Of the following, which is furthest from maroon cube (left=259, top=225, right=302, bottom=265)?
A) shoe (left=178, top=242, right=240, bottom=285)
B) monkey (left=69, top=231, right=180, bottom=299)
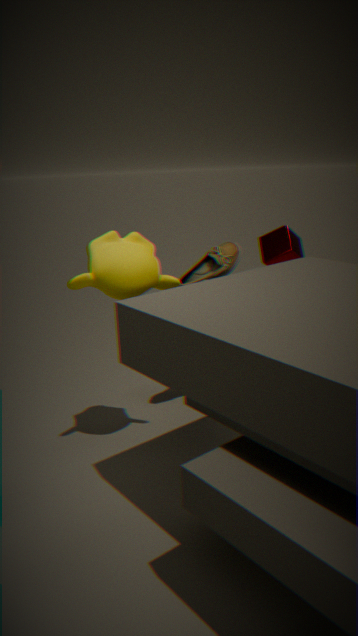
monkey (left=69, top=231, right=180, bottom=299)
